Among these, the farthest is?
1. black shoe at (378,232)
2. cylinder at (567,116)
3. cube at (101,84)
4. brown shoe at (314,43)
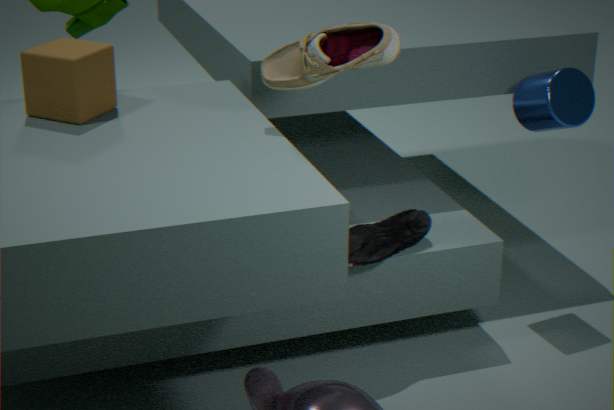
cylinder at (567,116)
